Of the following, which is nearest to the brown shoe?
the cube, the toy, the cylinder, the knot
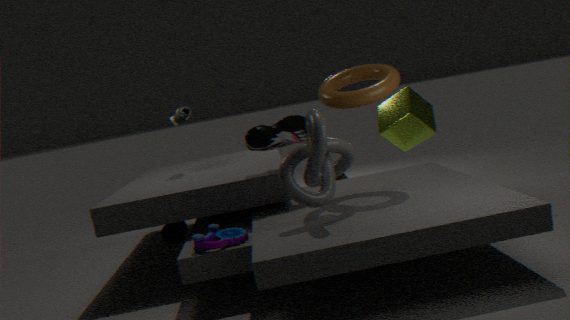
the knot
